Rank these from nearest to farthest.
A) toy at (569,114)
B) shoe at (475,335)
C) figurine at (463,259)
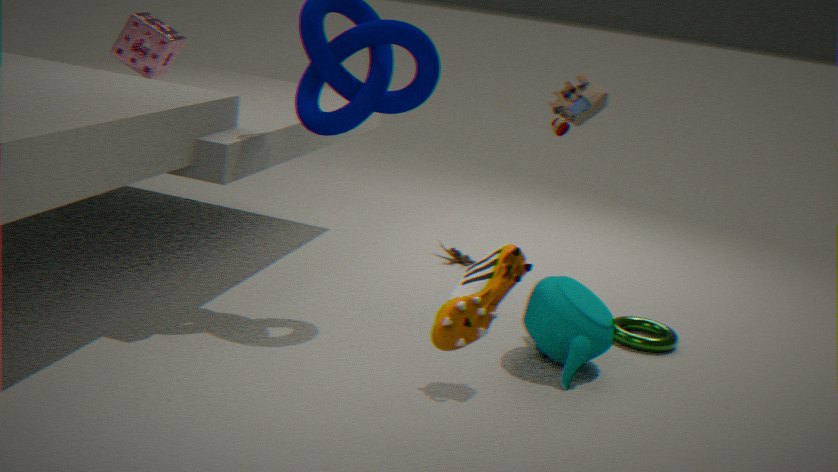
shoe at (475,335) → toy at (569,114) → figurine at (463,259)
